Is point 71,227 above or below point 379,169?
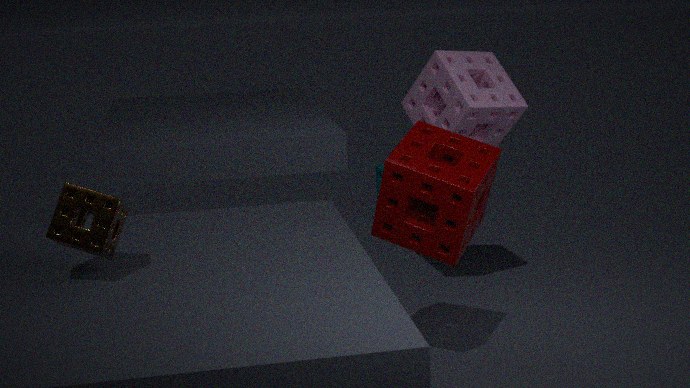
above
